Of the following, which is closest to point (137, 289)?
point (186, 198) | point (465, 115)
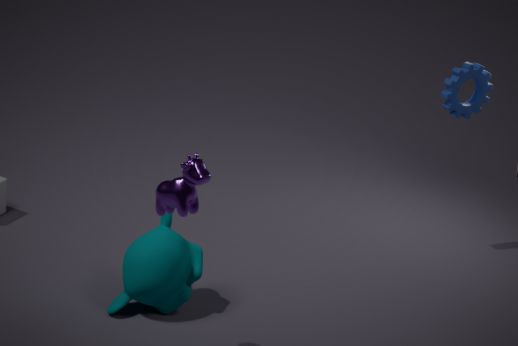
point (186, 198)
